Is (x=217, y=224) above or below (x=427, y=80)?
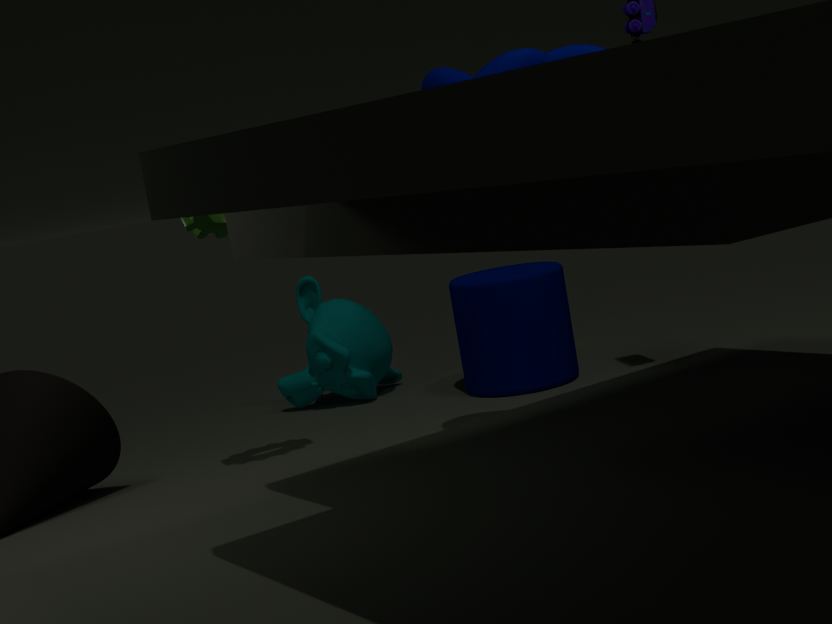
below
